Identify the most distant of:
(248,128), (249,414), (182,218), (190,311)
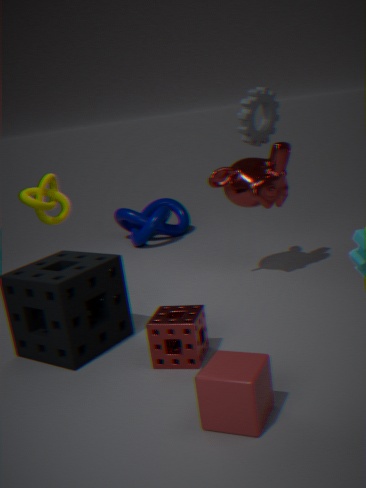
(182,218)
